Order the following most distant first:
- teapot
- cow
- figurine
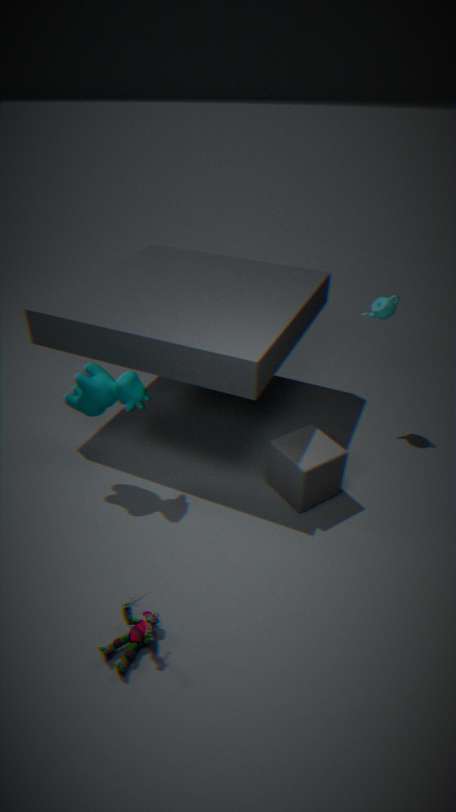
1. teapot
2. cow
3. figurine
